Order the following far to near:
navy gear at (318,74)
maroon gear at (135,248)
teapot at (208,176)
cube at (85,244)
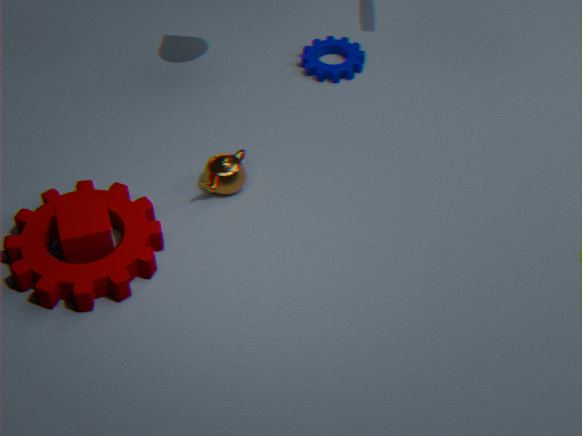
navy gear at (318,74)
teapot at (208,176)
cube at (85,244)
maroon gear at (135,248)
